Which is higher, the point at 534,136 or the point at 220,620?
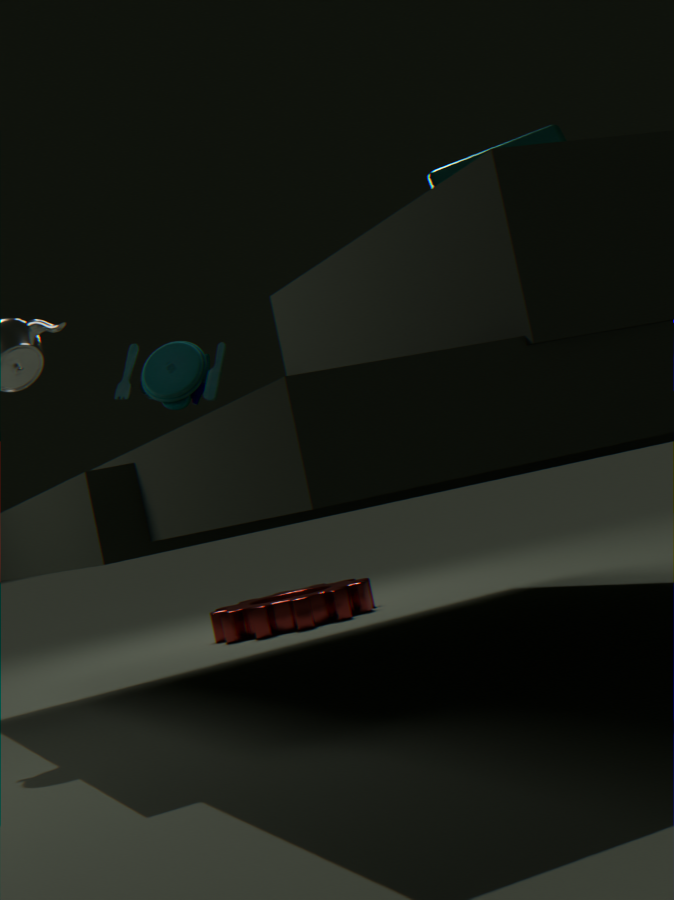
the point at 534,136
